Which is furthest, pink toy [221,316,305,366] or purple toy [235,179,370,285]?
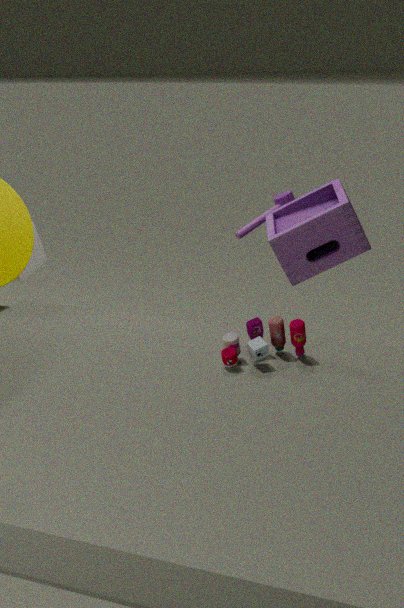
purple toy [235,179,370,285]
